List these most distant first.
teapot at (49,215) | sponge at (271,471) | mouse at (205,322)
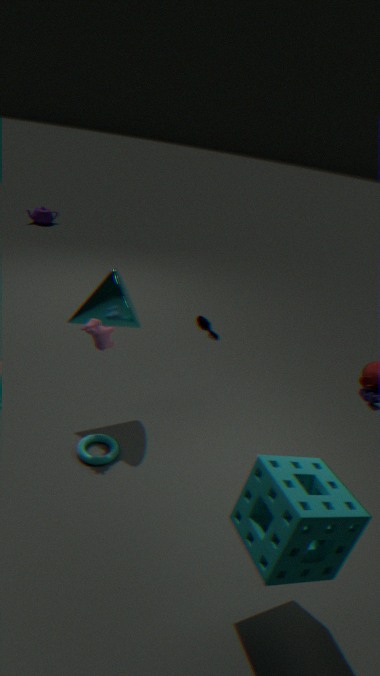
1. teapot at (49,215)
2. mouse at (205,322)
3. sponge at (271,471)
